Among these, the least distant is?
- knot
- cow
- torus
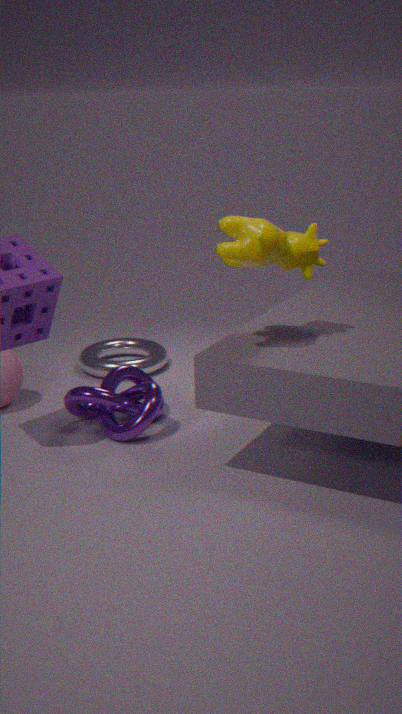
cow
